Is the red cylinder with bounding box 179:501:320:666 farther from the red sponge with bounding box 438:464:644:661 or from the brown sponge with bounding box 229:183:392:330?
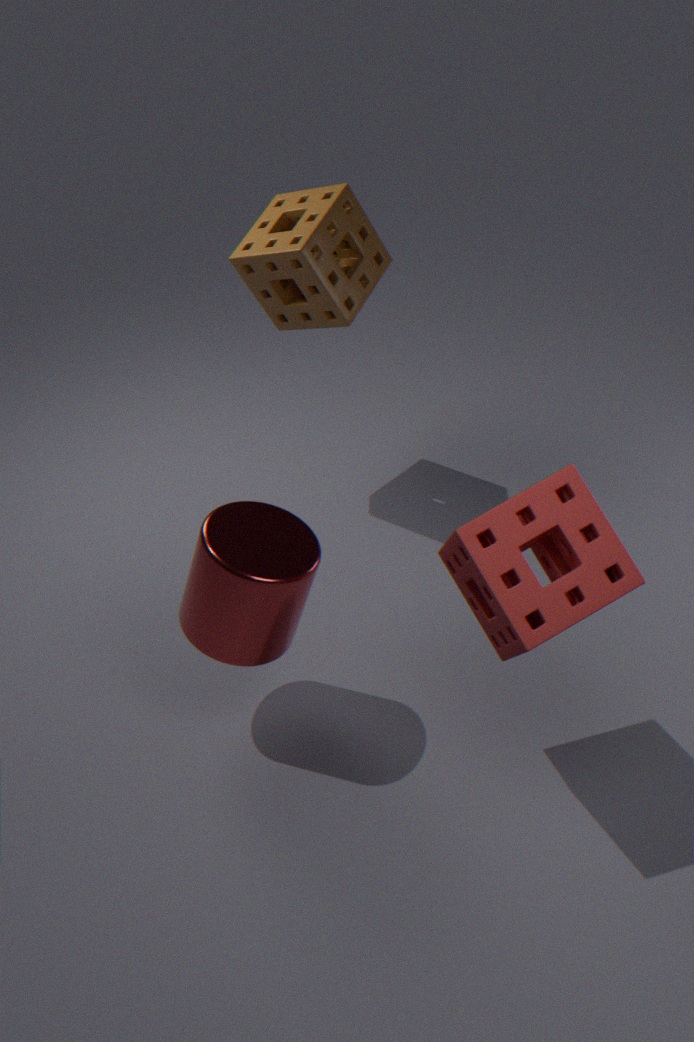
the brown sponge with bounding box 229:183:392:330
